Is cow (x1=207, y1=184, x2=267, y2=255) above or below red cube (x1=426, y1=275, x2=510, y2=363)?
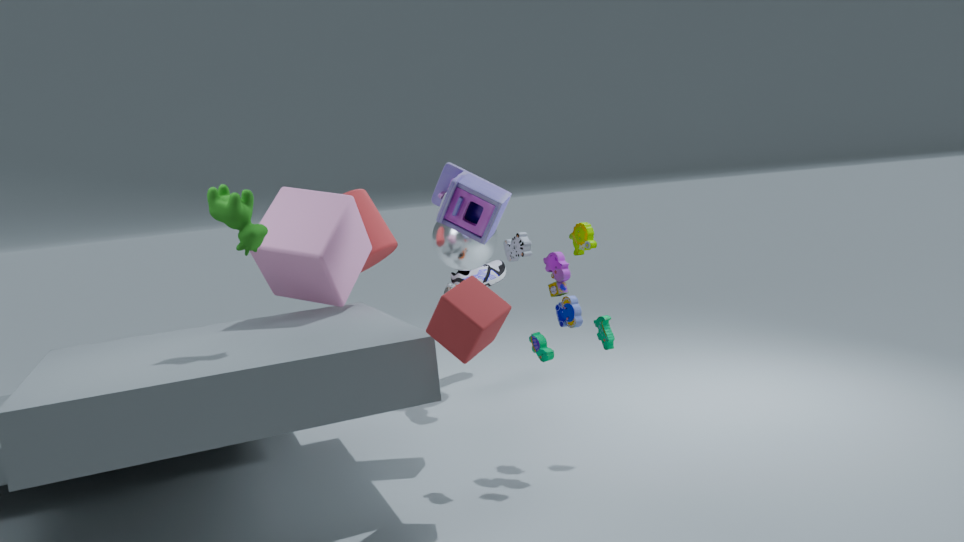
above
